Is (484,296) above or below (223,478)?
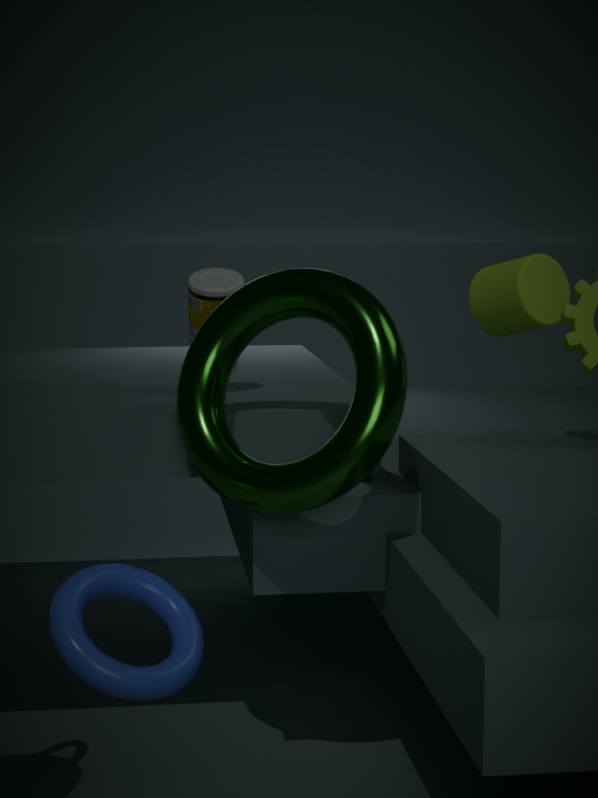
above
